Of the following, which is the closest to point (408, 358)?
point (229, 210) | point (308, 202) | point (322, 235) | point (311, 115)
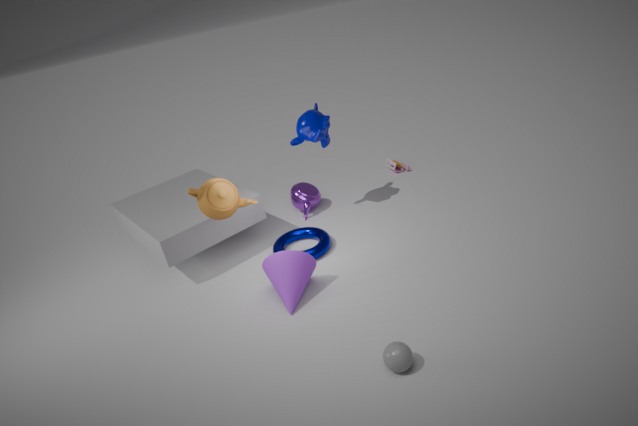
point (322, 235)
